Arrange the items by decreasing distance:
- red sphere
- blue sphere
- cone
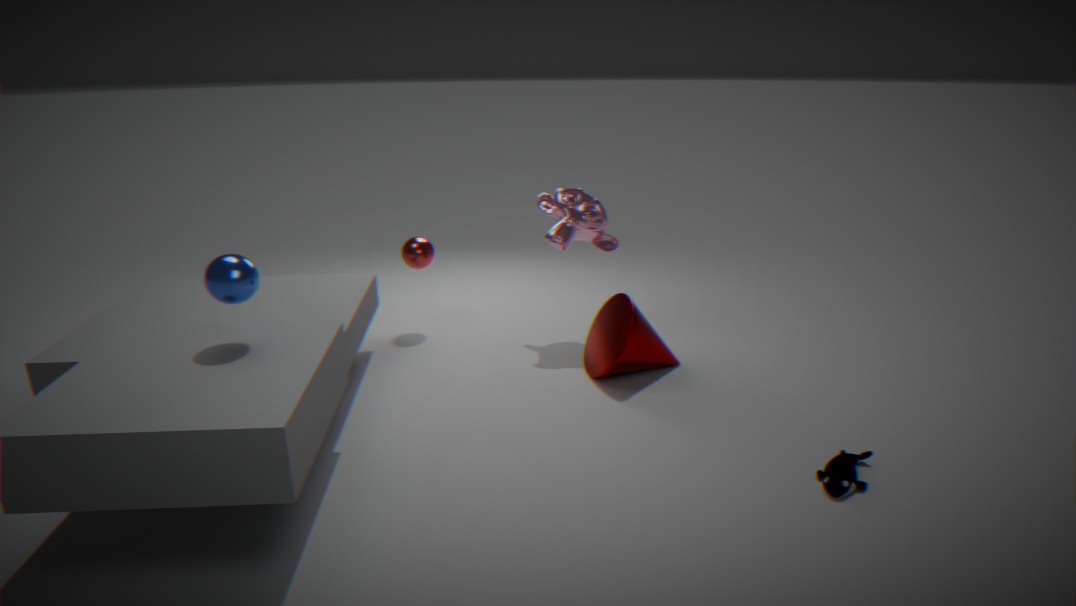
red sphere → cone → blue sphere
